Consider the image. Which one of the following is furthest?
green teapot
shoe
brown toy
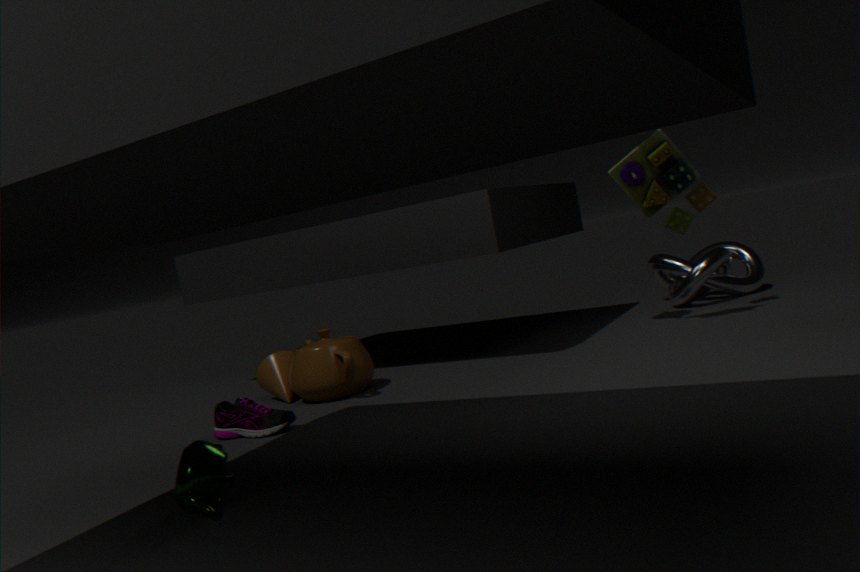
brown toy
